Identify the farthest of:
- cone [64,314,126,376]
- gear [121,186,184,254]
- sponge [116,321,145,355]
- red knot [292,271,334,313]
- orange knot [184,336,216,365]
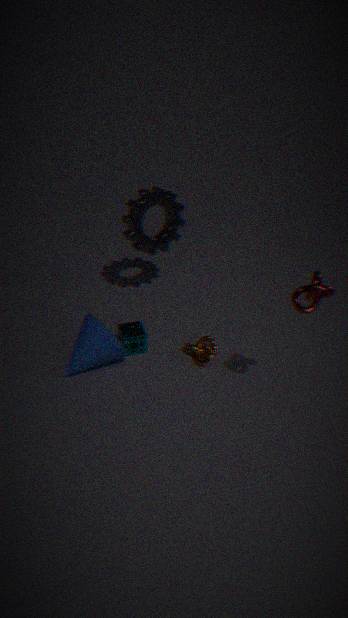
gear [121,186,184,254]
